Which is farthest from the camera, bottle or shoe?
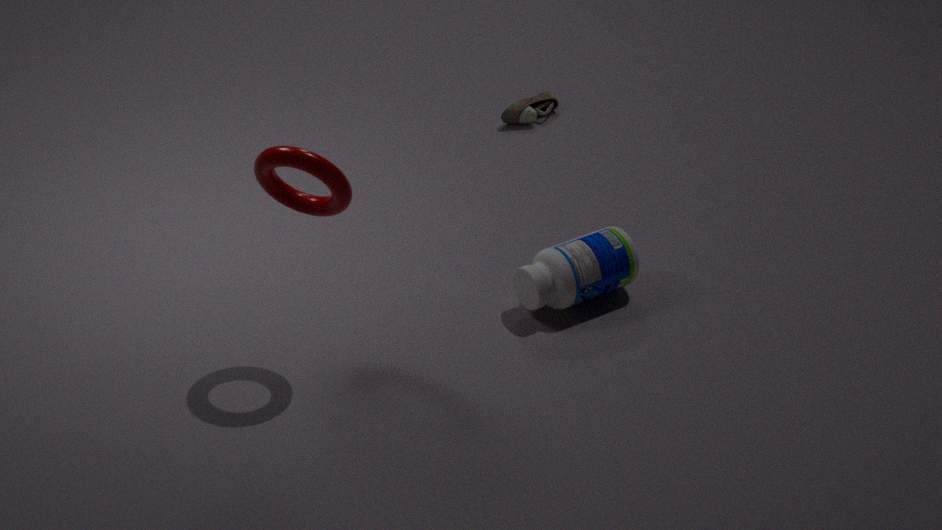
shoe
